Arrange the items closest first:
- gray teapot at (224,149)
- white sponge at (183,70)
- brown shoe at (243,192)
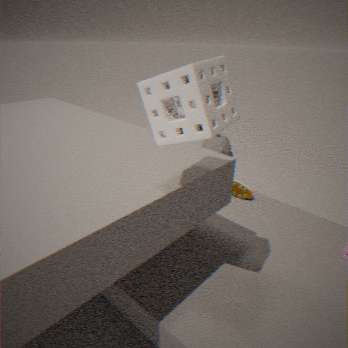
white sponge at (183,70), brown shoe at (243,192), gray teapot at (224,149)
